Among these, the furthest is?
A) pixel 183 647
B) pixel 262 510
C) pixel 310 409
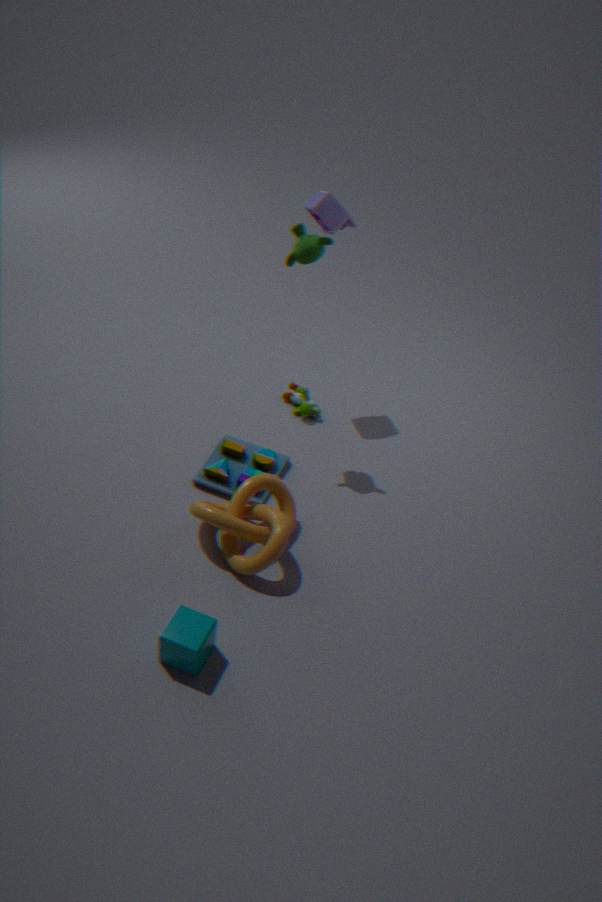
pixel 310 409
